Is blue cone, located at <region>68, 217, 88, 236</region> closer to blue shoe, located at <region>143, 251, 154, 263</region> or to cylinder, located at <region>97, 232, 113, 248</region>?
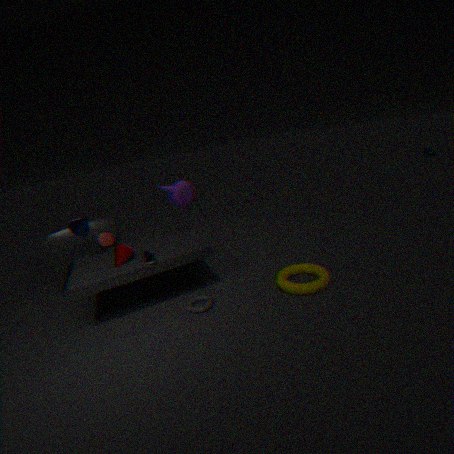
cylinder, located at <region>97, 232, 113, 248</region>
